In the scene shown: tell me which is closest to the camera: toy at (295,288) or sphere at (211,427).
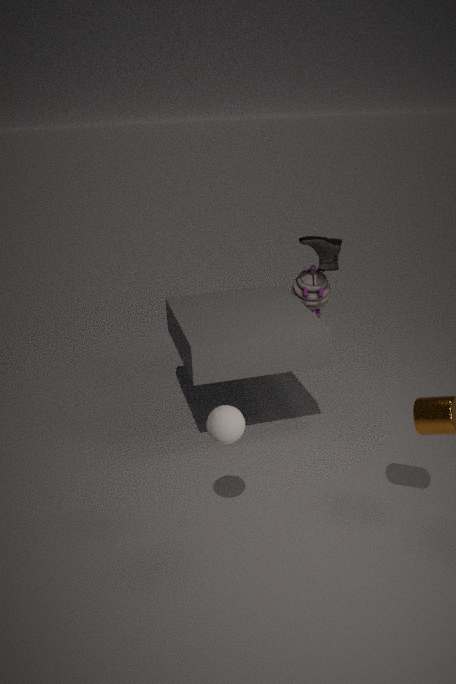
A: sphere at (211,427)
